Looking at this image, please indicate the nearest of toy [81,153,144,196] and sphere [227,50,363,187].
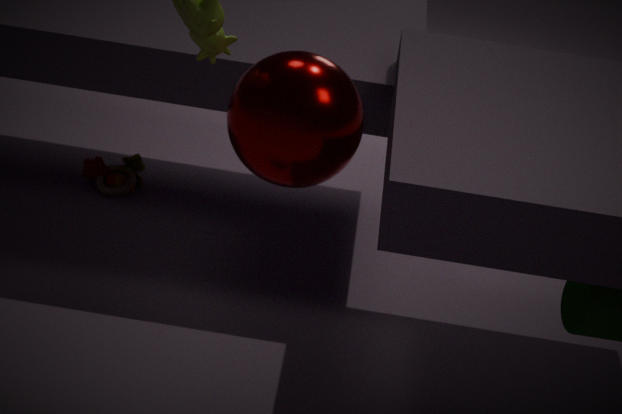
sphere [227,50,363,187]
